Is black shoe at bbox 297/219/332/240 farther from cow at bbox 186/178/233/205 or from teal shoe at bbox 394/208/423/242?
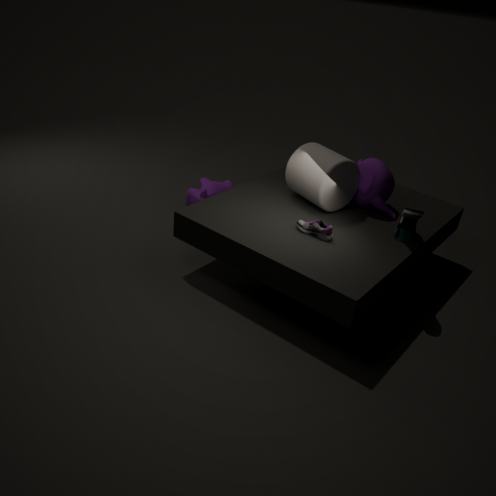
cow at bbox 186/178/233/205
